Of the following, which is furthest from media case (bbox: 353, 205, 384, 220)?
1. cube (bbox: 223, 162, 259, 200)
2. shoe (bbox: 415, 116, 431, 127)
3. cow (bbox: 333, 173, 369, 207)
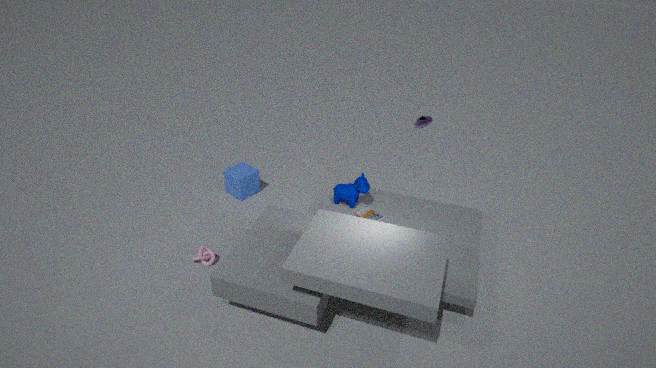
shoe (bbox: 415, 116, 431, 127)
